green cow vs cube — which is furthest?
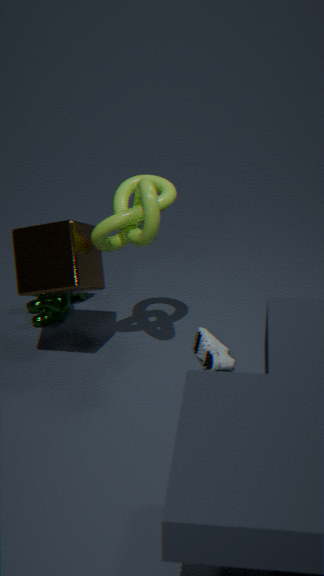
green cow
